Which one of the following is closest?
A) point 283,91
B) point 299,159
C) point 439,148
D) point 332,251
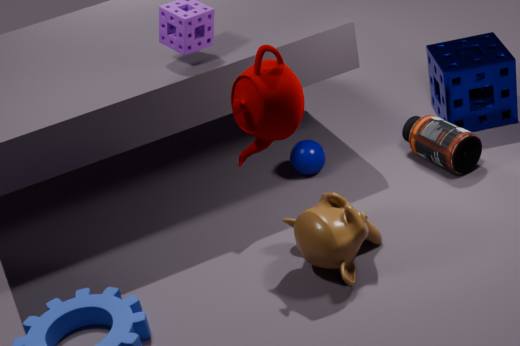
point 283,91
